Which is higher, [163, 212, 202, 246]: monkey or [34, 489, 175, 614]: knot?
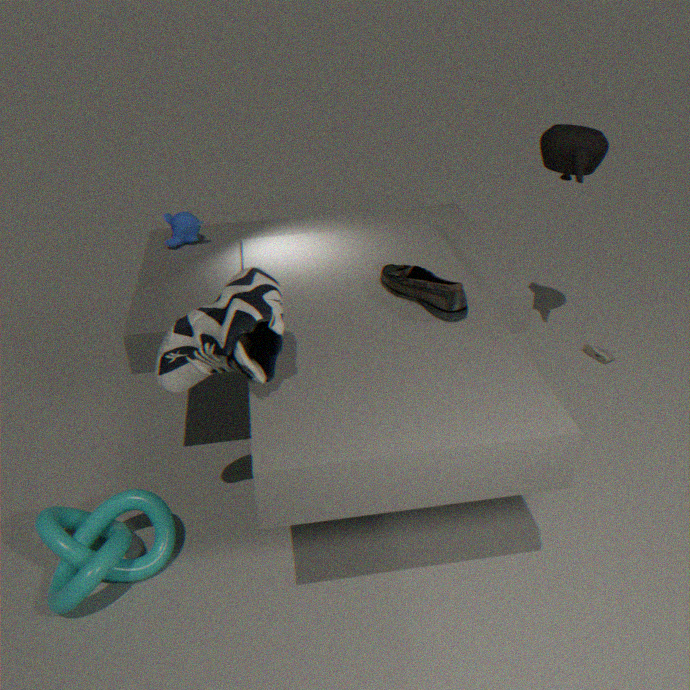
[163, 212, 202, 246]: monkey
